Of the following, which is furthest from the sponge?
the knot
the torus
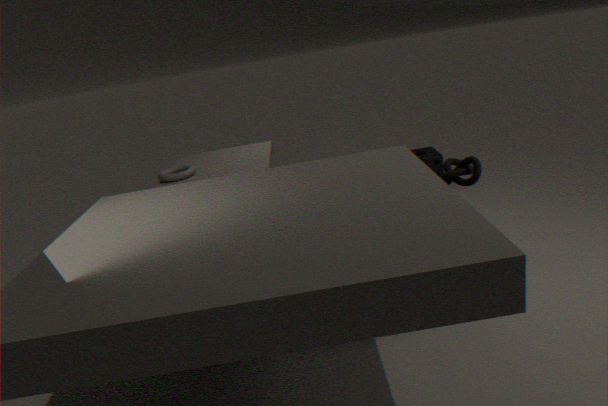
the torus
